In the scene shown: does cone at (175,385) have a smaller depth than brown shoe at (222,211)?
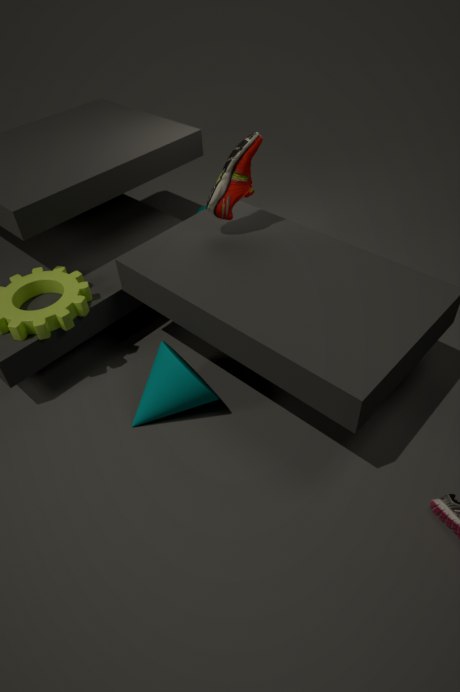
Yes
